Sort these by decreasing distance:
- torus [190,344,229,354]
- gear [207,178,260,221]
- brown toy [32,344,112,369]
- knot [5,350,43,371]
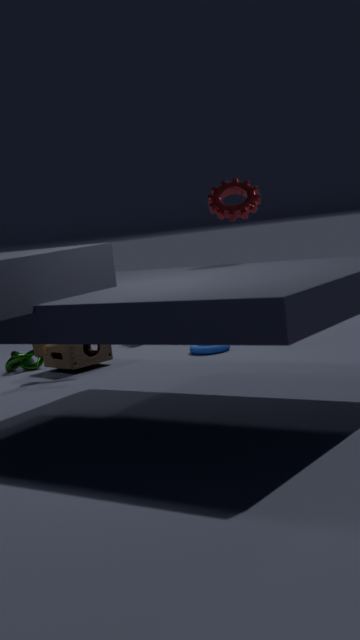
knot [5,350,43,371] → torus [190,344,229,354] → brown toy [32,344,112,369] → gear [207,178,260,221]
